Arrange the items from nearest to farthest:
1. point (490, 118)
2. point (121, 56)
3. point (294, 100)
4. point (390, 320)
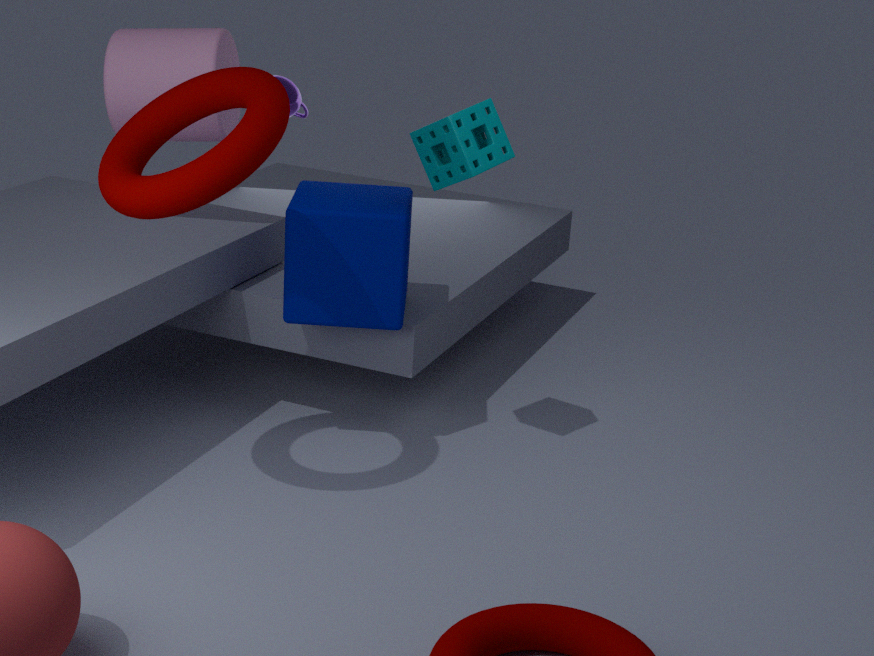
point (490, 118)
point (390, 320)
point (121, 56)
point (294, 100)
